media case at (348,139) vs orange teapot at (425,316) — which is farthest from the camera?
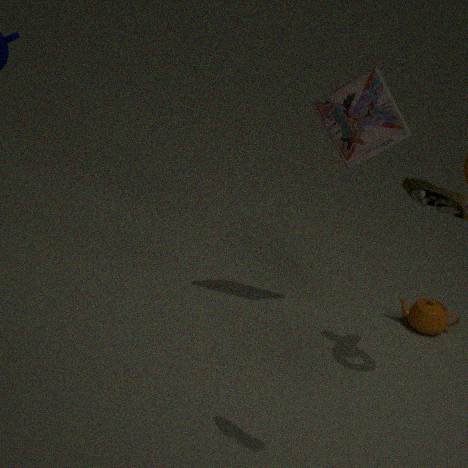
orange teapot at (425,316)
